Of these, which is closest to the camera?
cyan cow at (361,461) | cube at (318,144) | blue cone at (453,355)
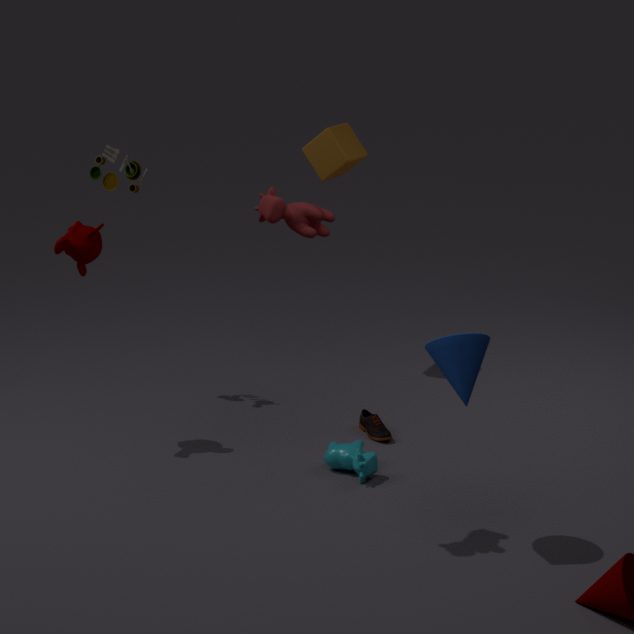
blue cone at (453,355)
